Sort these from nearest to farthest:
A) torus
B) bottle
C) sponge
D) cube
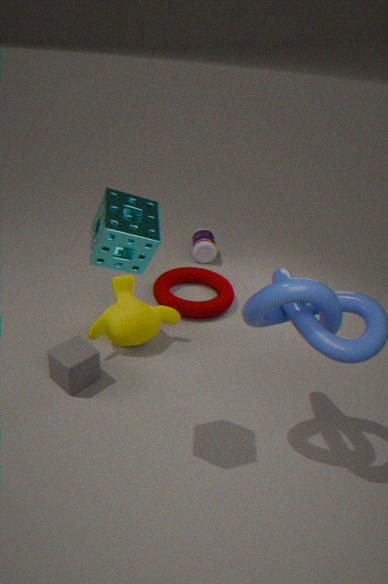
sponge
cube
torus
bottle
